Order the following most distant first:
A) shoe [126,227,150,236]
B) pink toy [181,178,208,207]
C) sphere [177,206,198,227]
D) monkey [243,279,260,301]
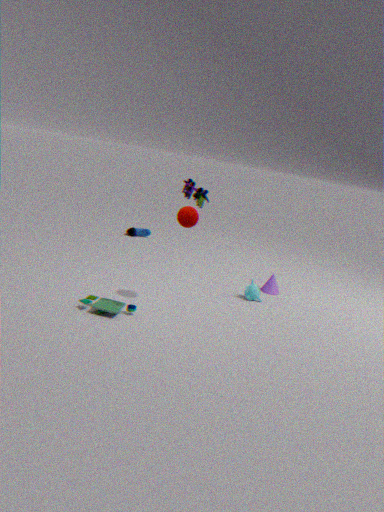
1. shoe [126,227,150,236]
2. monkey [243,279,260,301]
3. sphere [177,206,198,227]
4. pink toy [181,178,208,207]
